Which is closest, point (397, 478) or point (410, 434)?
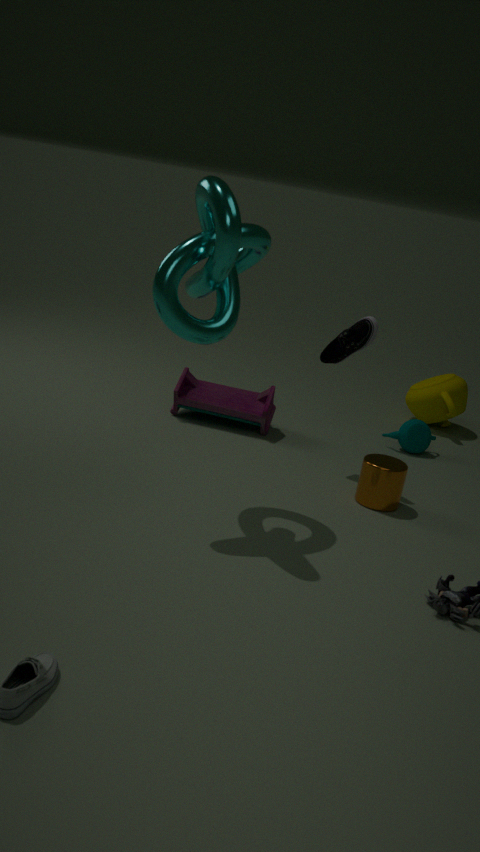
point (397, 478)
